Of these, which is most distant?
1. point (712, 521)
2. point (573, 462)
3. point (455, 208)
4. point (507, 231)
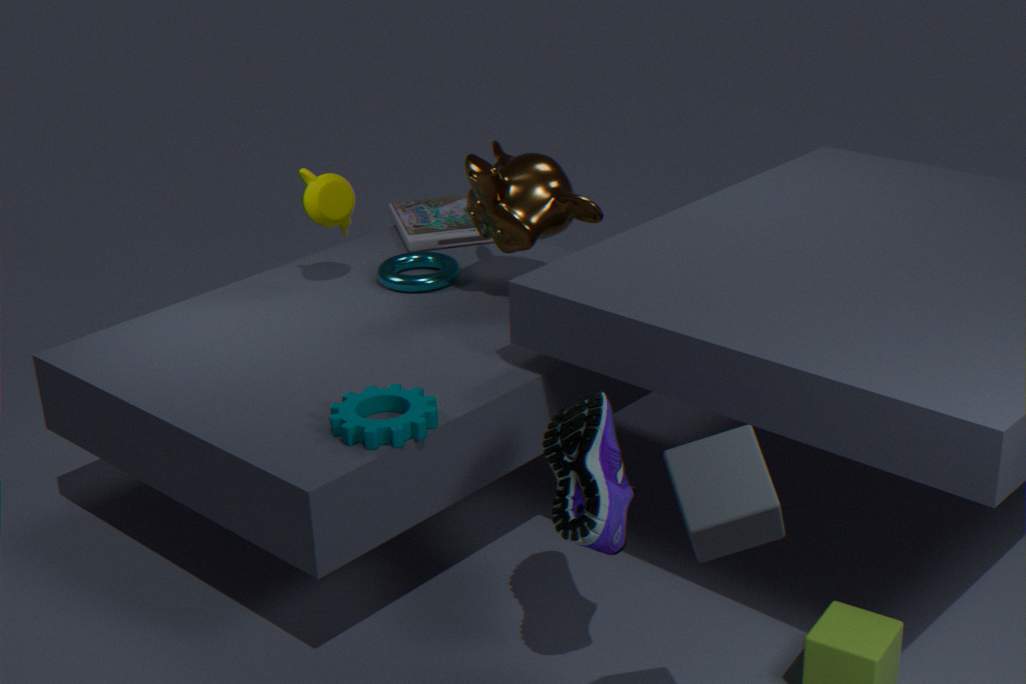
point (455, 208)
